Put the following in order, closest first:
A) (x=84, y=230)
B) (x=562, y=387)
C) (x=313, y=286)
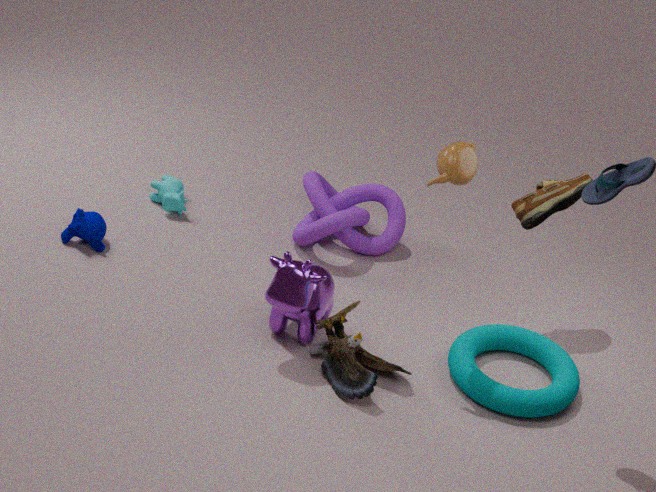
(x=313, y=286) → (x=562, y=387) → (x=84, y=230)
